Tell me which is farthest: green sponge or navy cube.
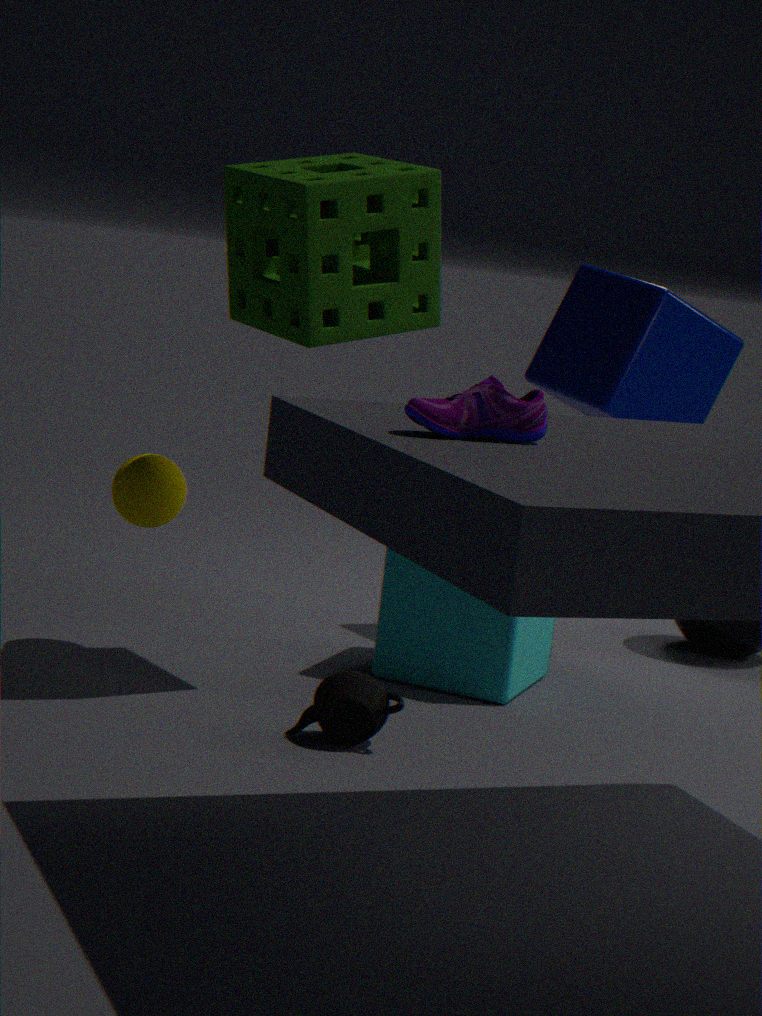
navy cube
